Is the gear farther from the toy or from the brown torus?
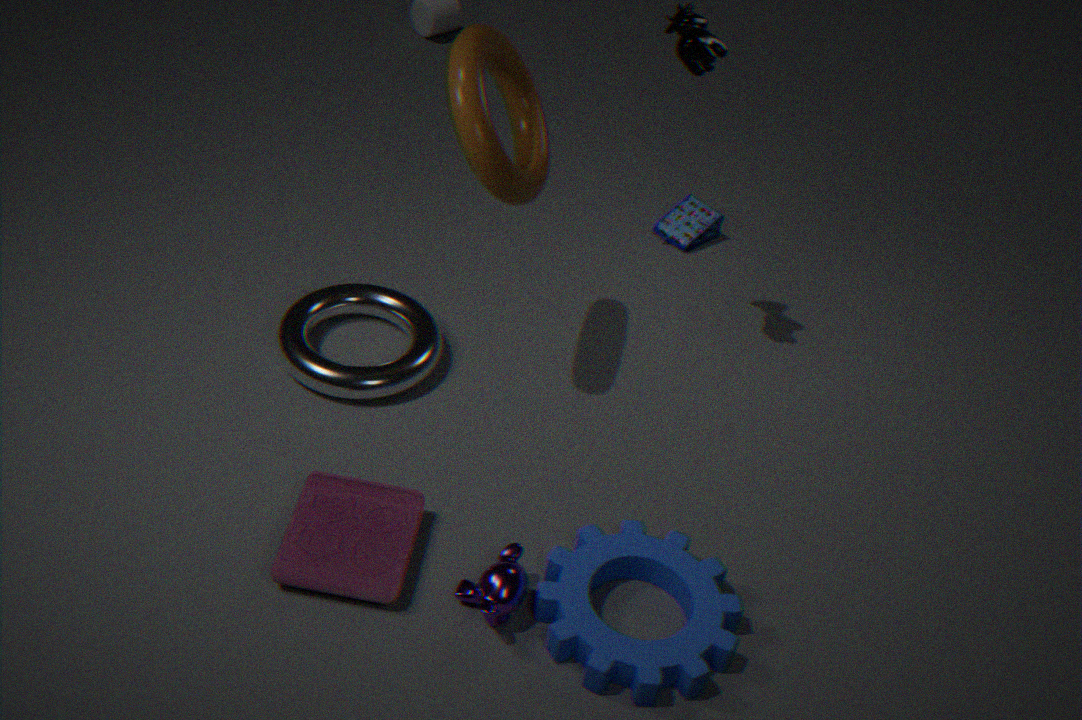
the brown torus
